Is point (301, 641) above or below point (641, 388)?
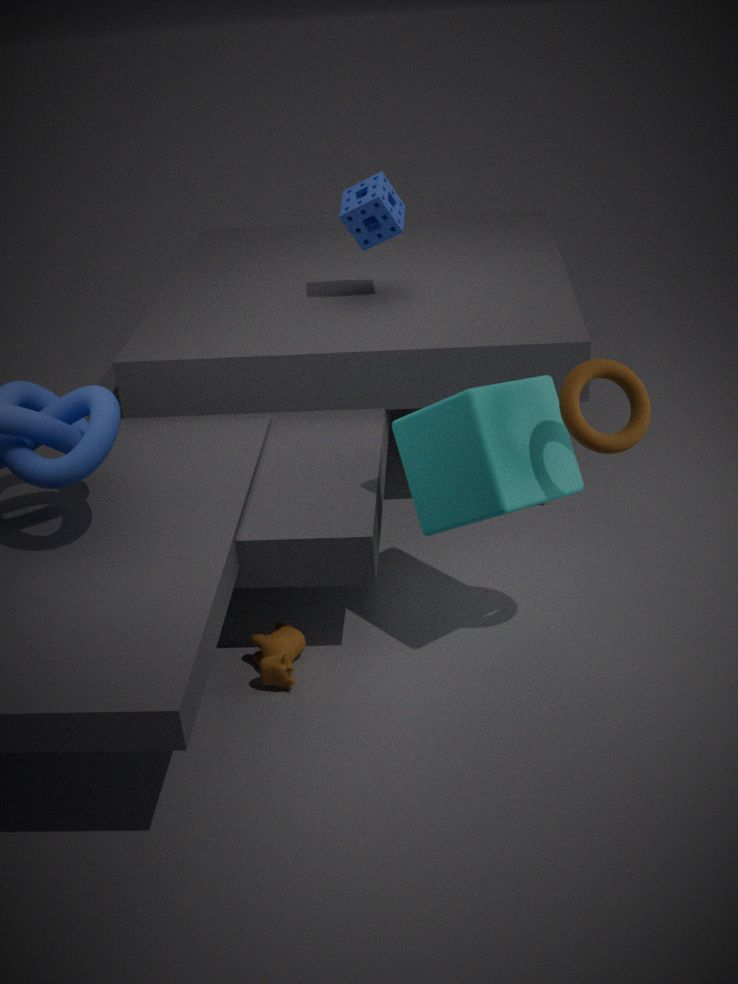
below
